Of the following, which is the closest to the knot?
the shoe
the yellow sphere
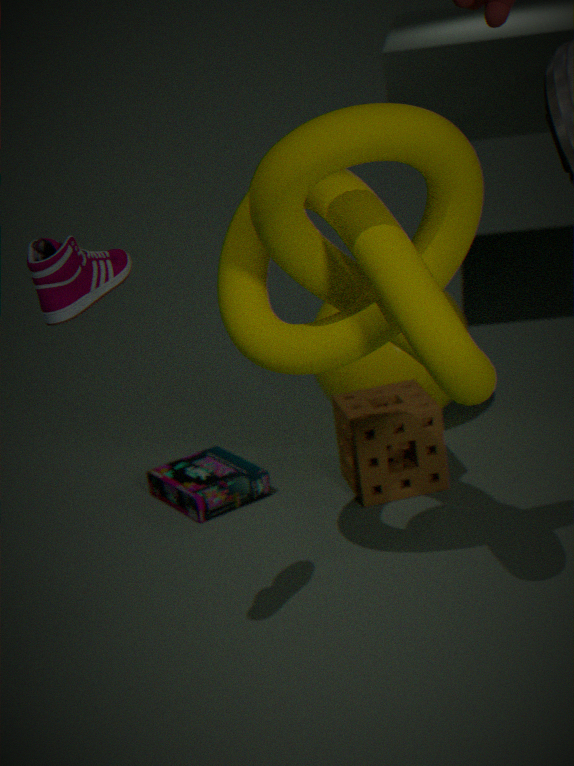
the shoe
